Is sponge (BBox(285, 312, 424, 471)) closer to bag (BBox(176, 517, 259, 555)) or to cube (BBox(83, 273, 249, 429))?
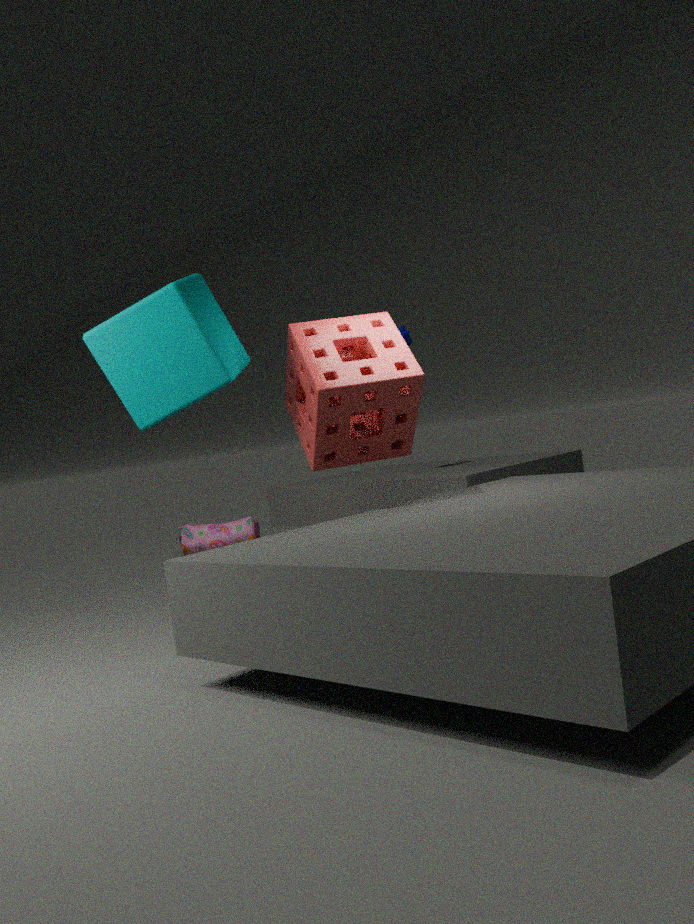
cube (BBox(83, 273, 249, 429))
